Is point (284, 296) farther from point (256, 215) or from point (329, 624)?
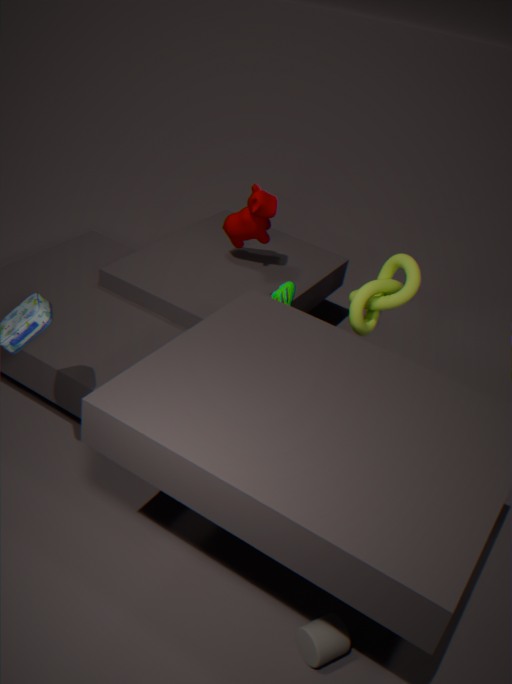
point (329, 624)
